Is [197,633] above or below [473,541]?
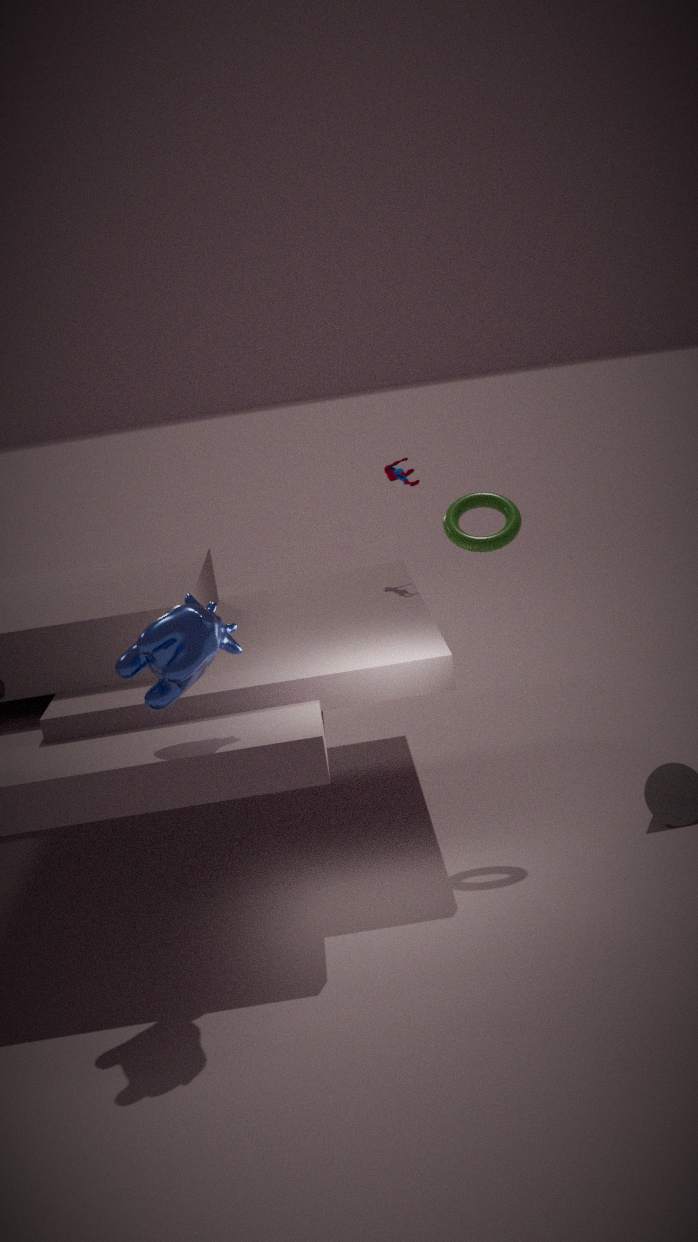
below
